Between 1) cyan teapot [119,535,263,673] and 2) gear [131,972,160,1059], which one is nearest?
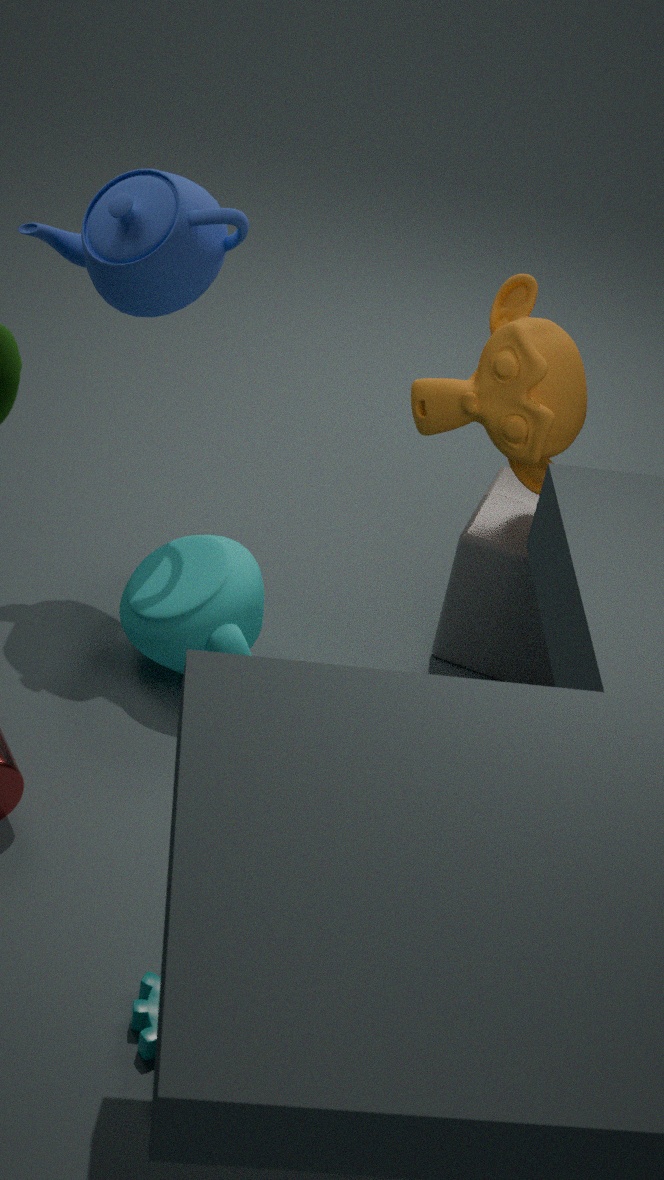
2. gear [131,972,160,1059]
